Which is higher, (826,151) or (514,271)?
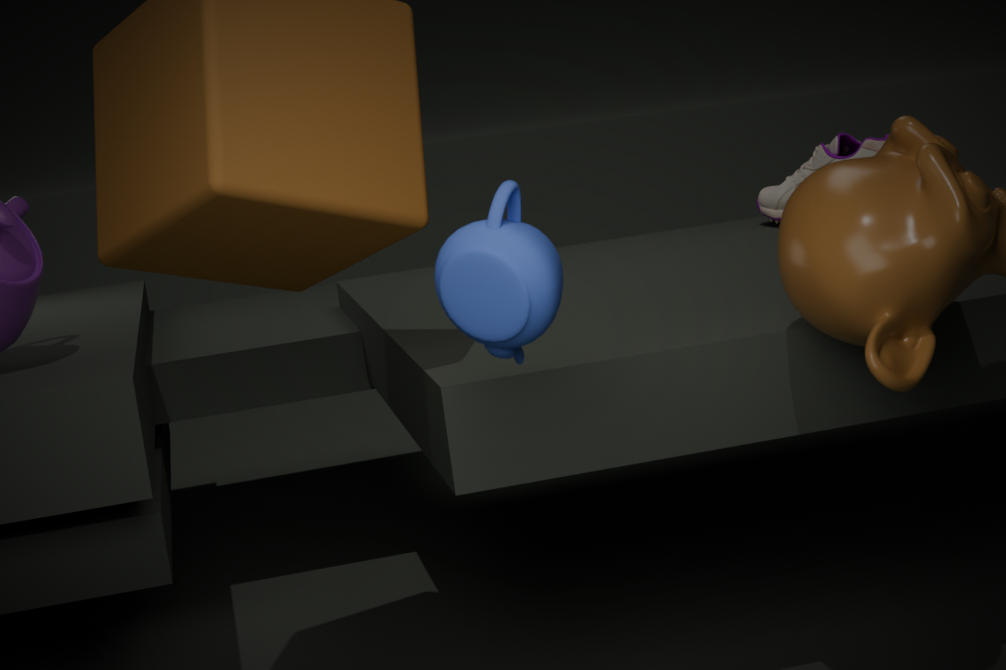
(514,271)
